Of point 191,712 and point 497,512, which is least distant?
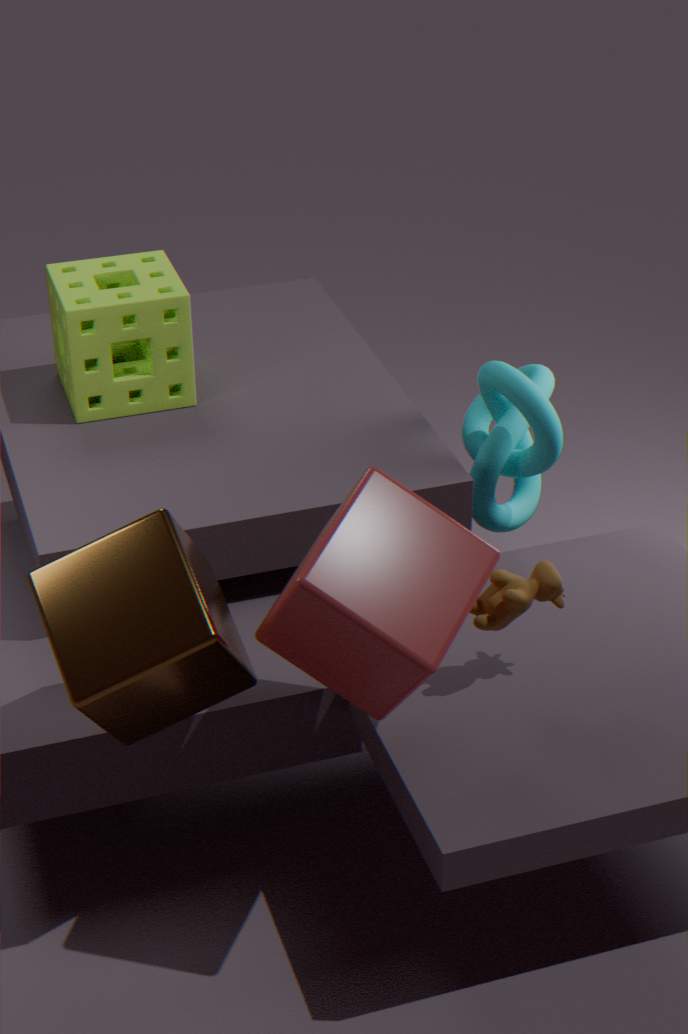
point 191,712
